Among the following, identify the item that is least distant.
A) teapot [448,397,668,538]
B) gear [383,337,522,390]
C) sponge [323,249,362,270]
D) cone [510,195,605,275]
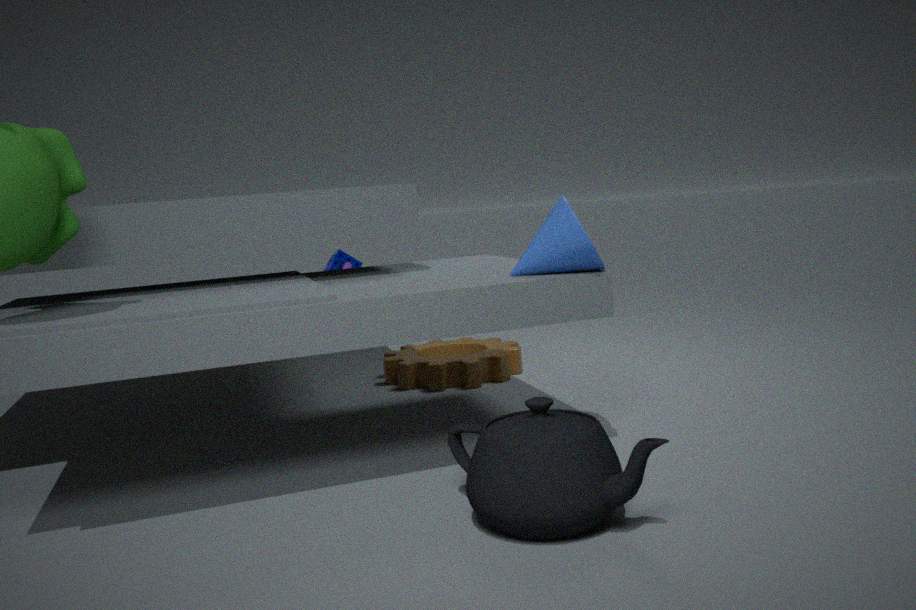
teapot [448,397,668,538]
